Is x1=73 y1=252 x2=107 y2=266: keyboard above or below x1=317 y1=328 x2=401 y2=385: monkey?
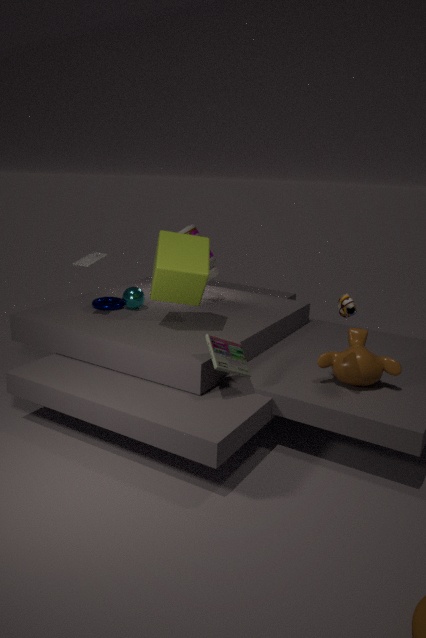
above
